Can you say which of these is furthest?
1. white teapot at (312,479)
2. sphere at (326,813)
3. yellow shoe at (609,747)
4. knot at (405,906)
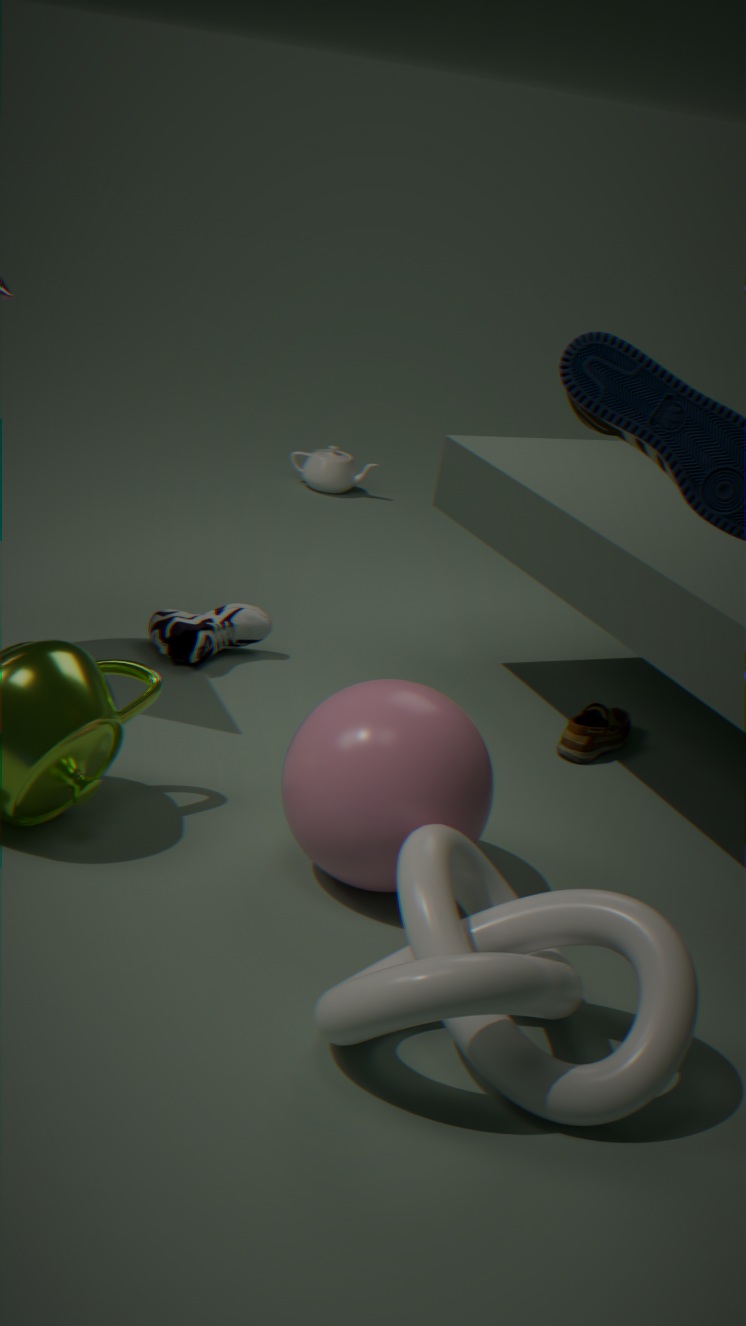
white teapot at (312,479)
